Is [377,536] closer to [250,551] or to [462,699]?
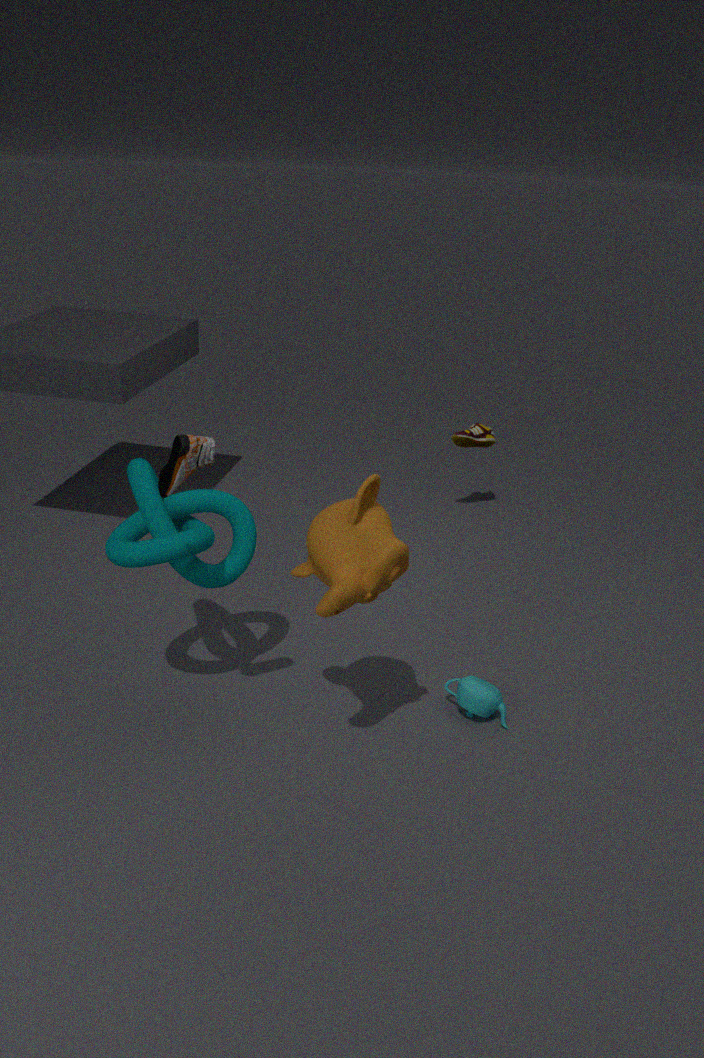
[250,551]
